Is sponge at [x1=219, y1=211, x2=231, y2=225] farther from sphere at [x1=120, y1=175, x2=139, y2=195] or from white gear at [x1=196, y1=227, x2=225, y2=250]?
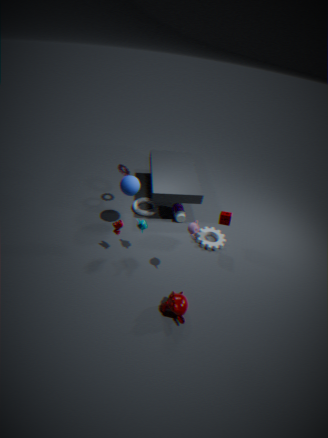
sphere at [x1=120, y1=175, x2=139, y2=195]
